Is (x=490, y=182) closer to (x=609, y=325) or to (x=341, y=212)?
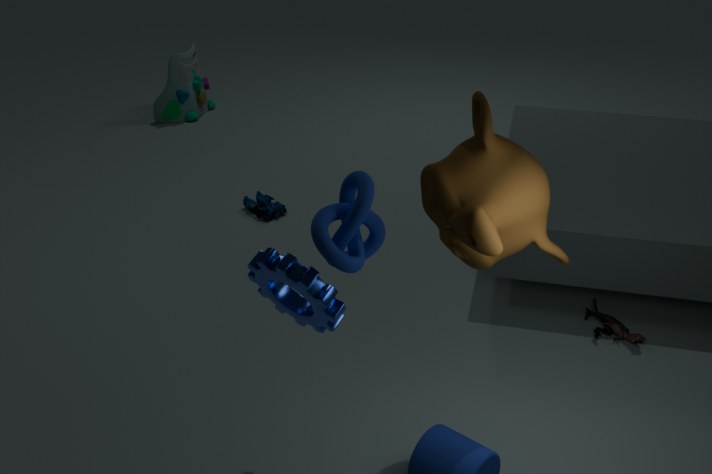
(x=341, y=212)
